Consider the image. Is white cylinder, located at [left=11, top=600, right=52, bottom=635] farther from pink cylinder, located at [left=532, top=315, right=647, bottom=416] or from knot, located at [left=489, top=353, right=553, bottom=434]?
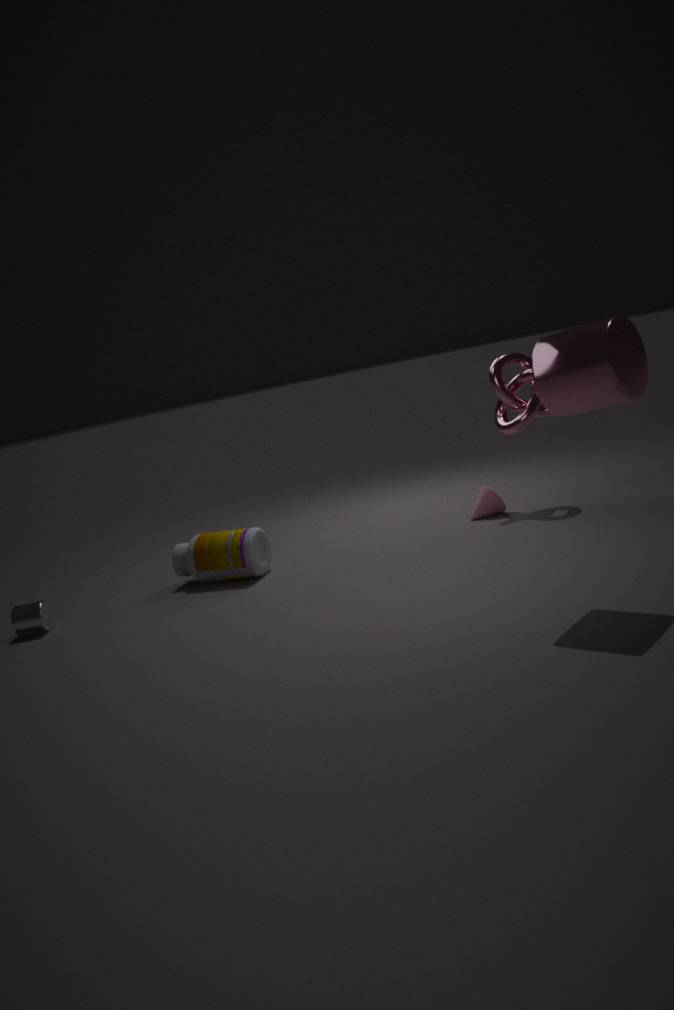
pink cylinder, located at [left=532, top=315, right=647, bottom=416]
